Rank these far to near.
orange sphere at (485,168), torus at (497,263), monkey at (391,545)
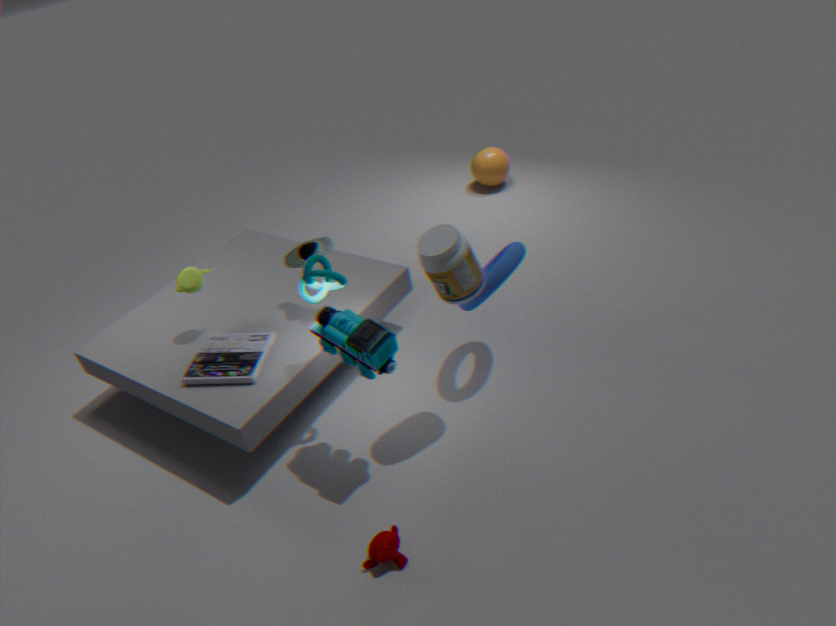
orange sphere at (485,168) → torus at (497,263) → monkey at (391,545)
